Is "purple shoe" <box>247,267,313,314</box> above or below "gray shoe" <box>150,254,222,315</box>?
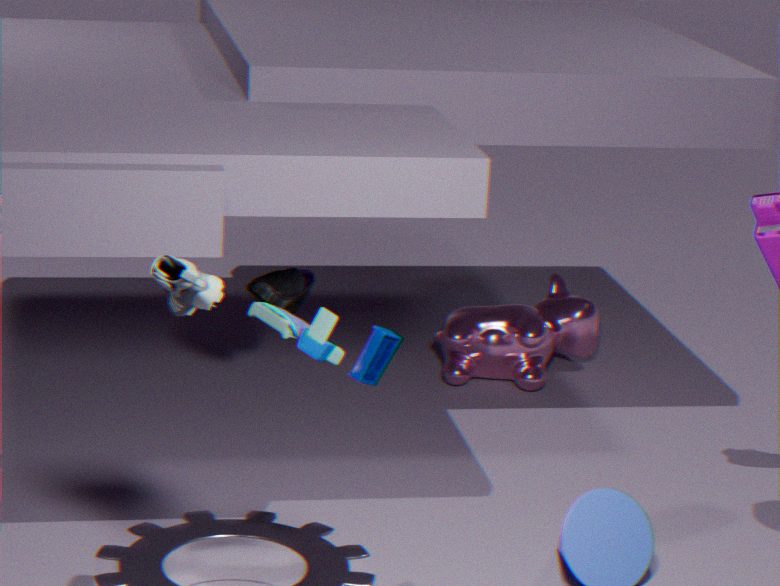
below
